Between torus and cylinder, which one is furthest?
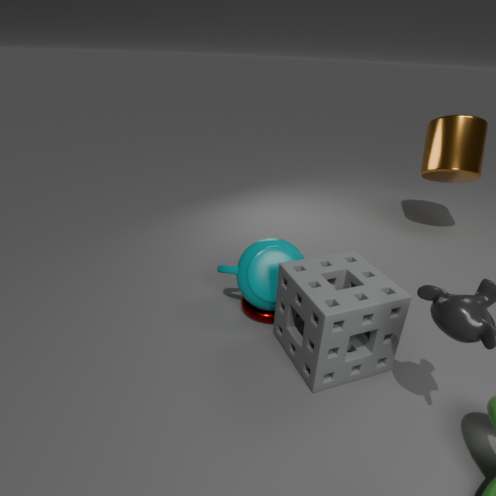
cylinder
